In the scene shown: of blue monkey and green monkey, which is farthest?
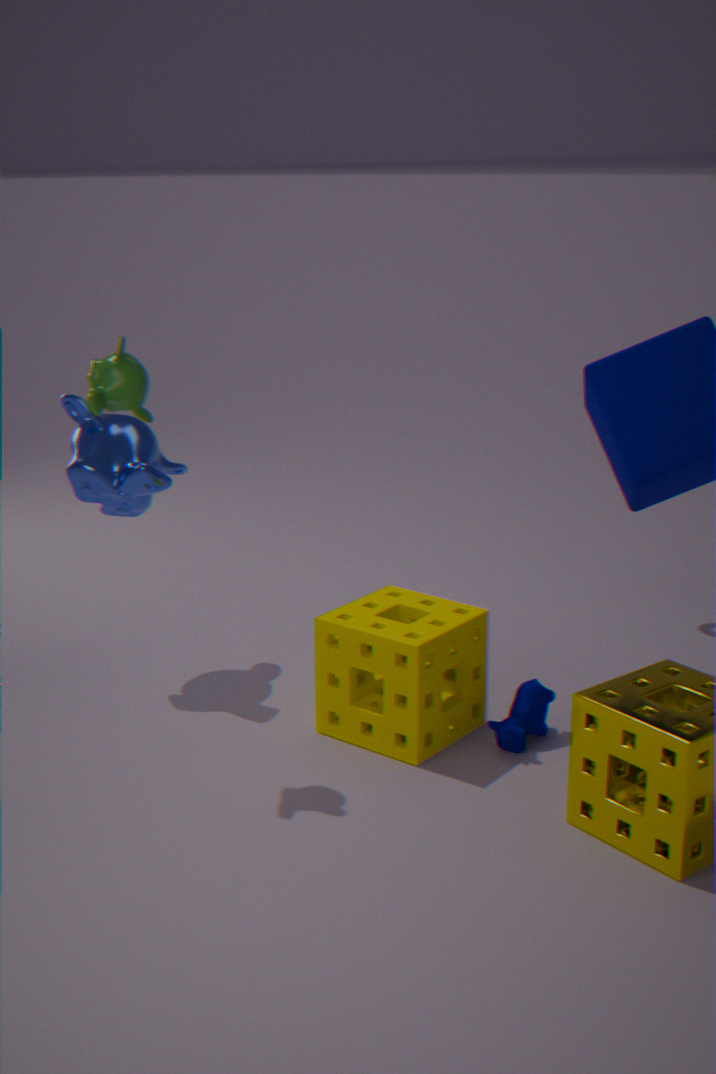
blue monkey
